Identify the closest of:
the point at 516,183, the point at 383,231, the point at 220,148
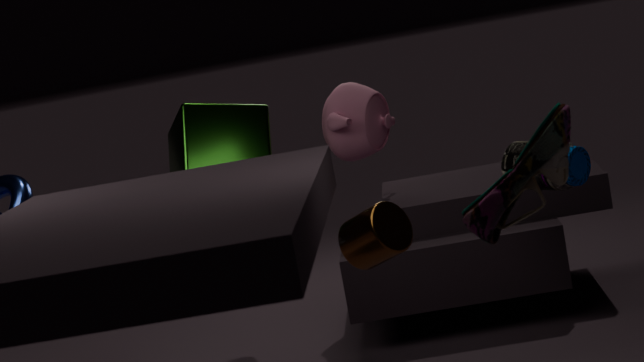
the point at 516,183
